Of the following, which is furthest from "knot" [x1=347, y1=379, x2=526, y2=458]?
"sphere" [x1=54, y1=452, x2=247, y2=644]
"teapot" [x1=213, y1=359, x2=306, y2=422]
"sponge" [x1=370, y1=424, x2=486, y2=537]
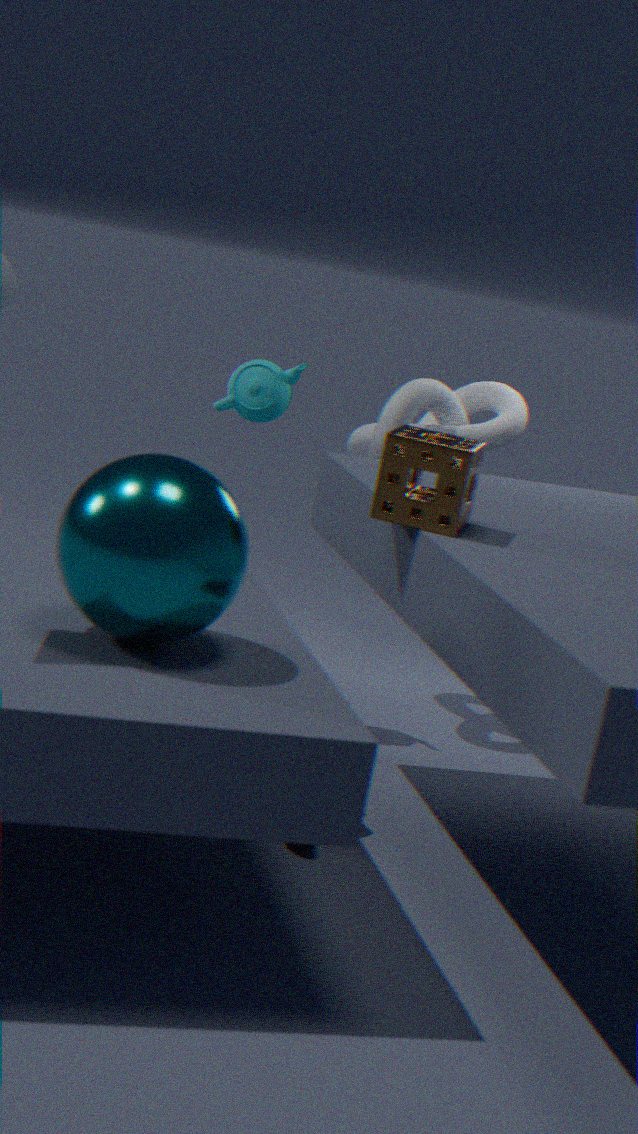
"sphere" [x1=54, y1=452, x2=247, y2=644]
